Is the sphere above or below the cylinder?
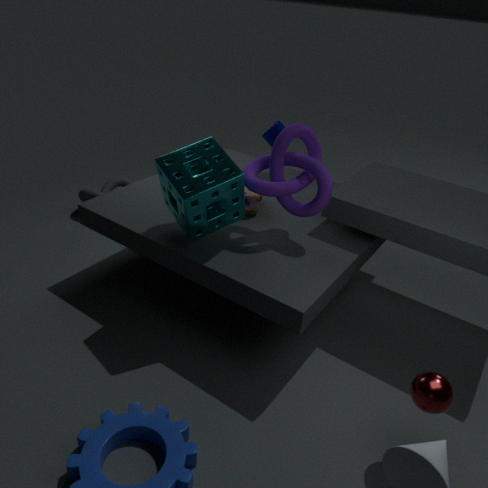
below
